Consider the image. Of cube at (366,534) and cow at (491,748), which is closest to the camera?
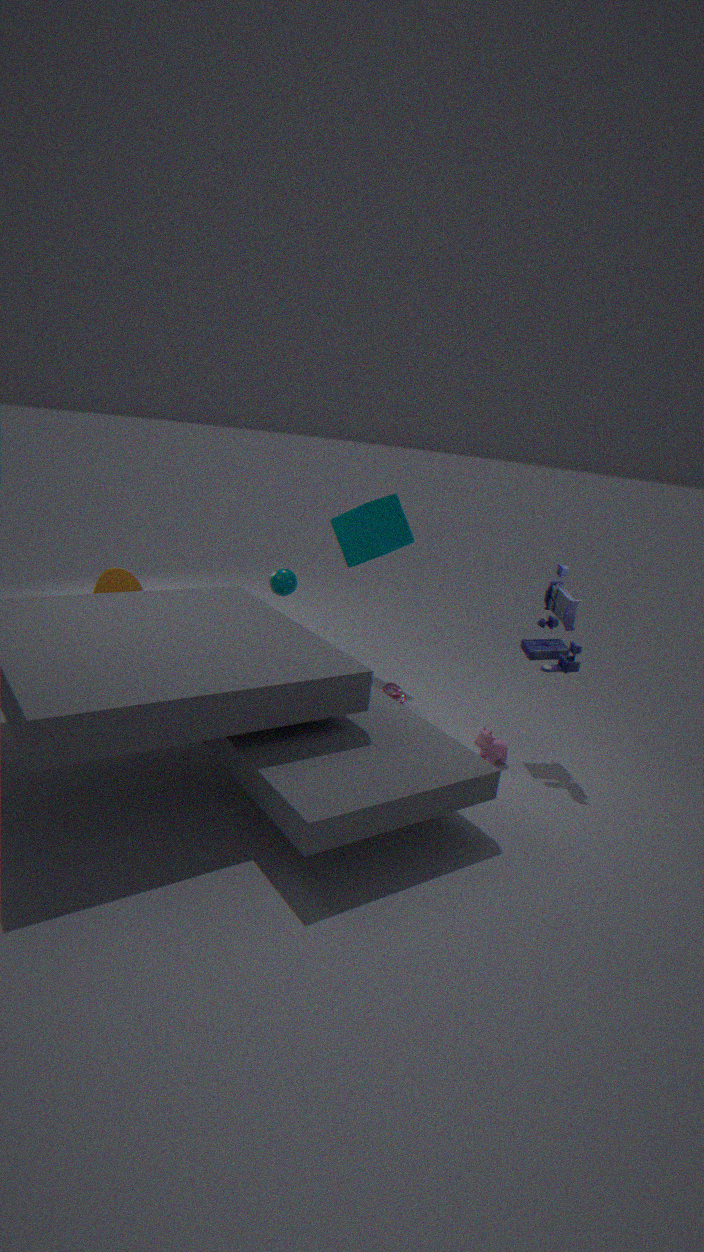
cow at (491,748)
